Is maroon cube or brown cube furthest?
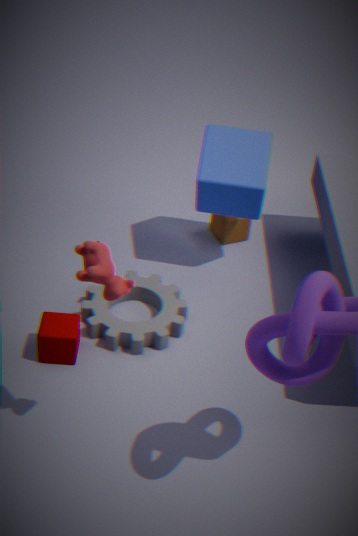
brown cube
